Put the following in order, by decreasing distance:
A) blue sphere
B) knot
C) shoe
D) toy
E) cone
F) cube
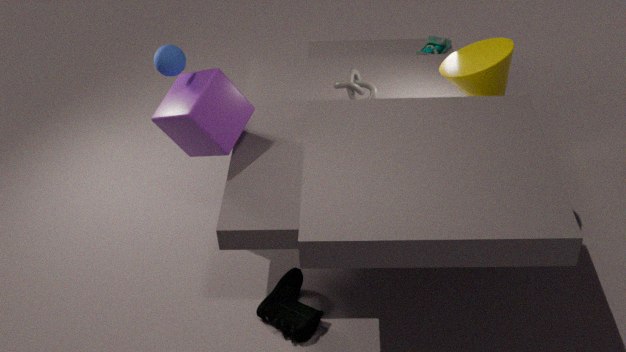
toy → knot → blue sphere → cube → cone → shoe
